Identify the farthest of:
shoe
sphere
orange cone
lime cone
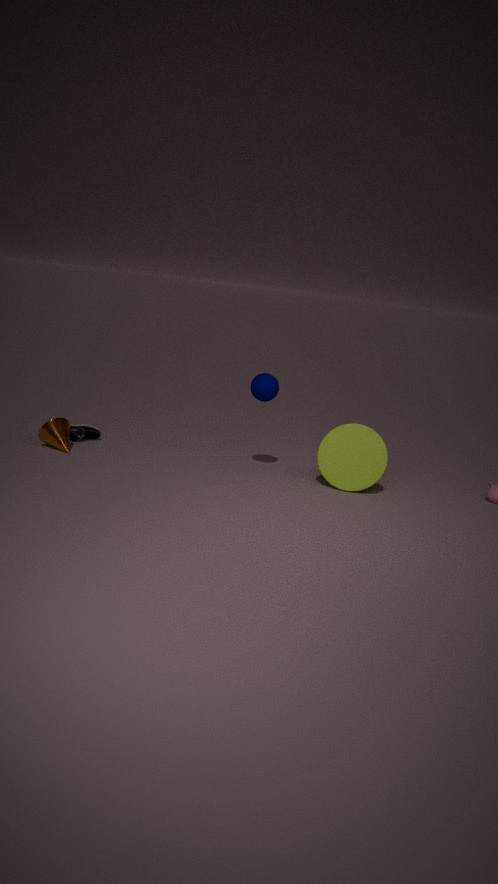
shoe
